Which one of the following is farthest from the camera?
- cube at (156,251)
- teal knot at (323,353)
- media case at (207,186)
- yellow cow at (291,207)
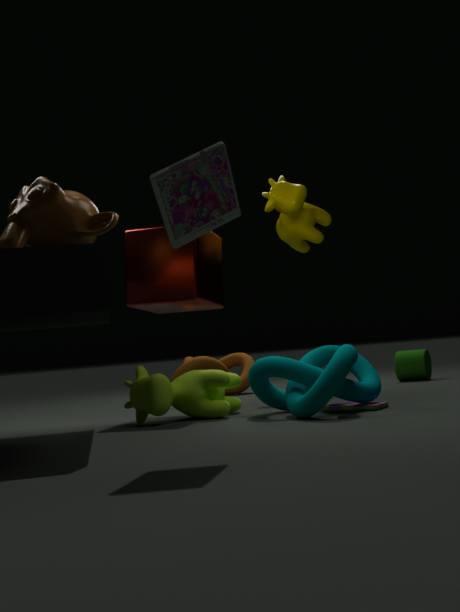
yellow cow at (291,207)
